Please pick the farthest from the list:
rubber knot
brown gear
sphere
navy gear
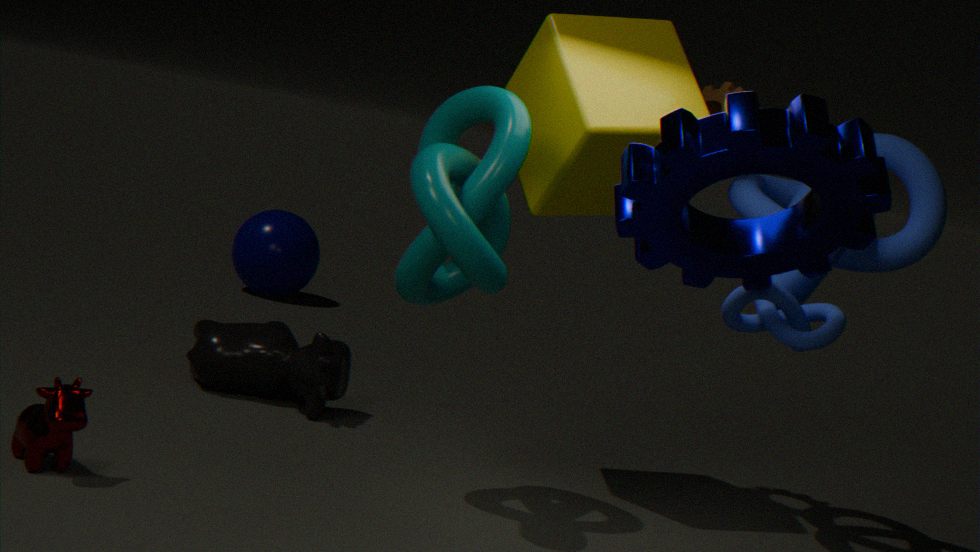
sphere
